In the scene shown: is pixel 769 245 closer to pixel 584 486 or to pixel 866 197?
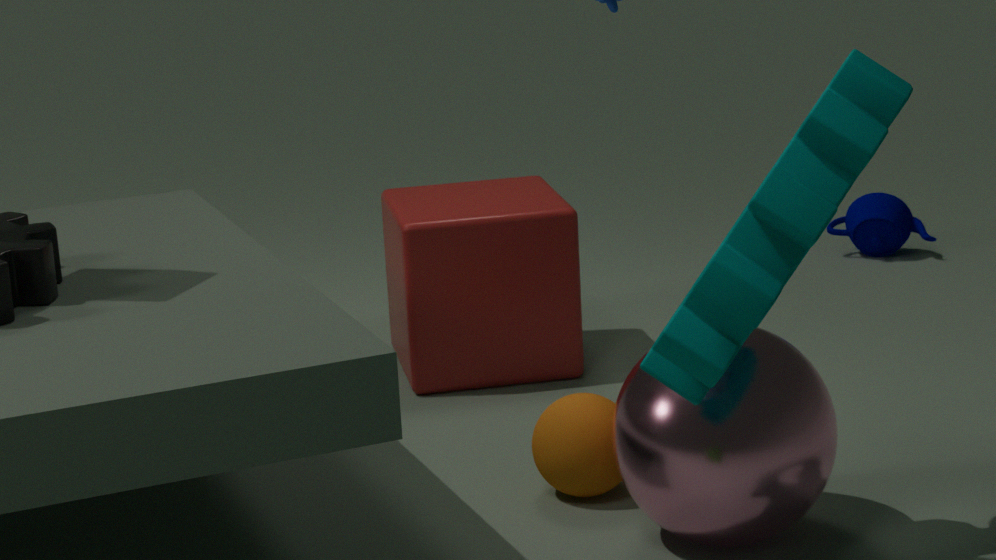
pixel 584 486
